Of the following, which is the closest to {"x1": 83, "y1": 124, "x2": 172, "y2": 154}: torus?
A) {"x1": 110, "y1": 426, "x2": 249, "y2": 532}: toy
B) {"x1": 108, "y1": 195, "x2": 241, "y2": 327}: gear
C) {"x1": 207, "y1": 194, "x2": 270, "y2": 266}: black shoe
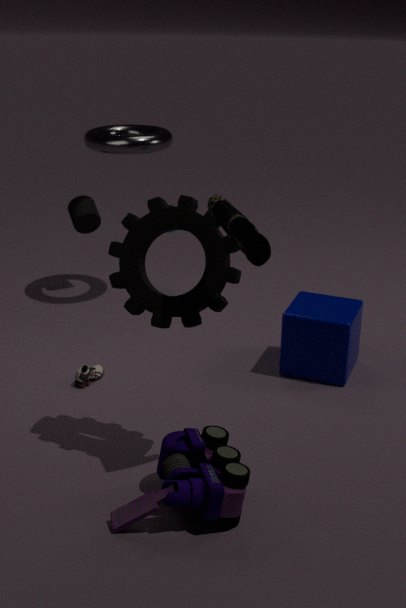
{"x1": 108, "y1": 195, "x2": 241, "y2": 327}: gear
